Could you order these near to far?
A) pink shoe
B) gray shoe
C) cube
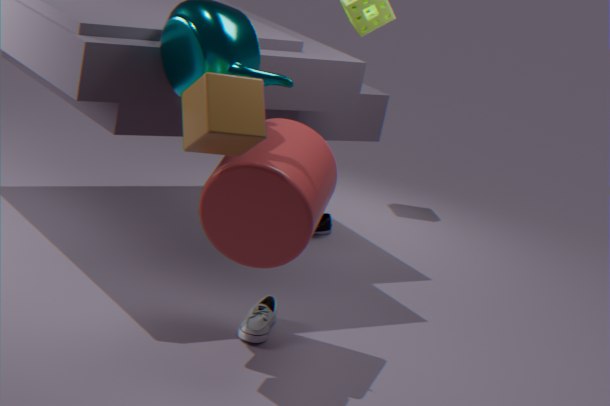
cube → gray shoe → pink shoe
